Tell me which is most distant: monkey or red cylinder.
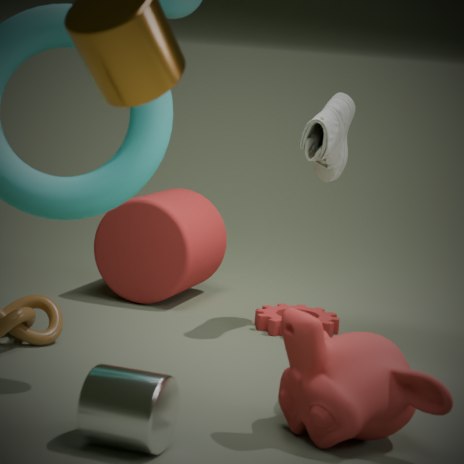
red cylinder
